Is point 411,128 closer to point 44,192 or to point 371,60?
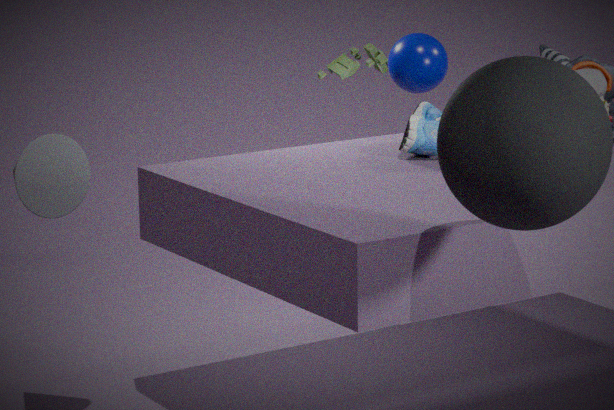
point 371,60
